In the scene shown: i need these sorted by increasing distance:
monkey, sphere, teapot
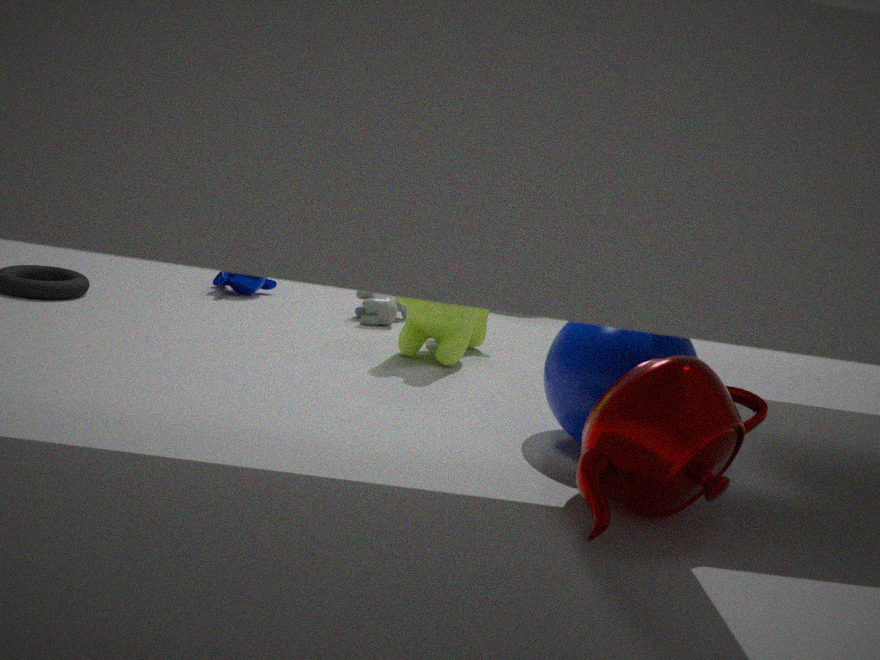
teapot < sphere < monkey
